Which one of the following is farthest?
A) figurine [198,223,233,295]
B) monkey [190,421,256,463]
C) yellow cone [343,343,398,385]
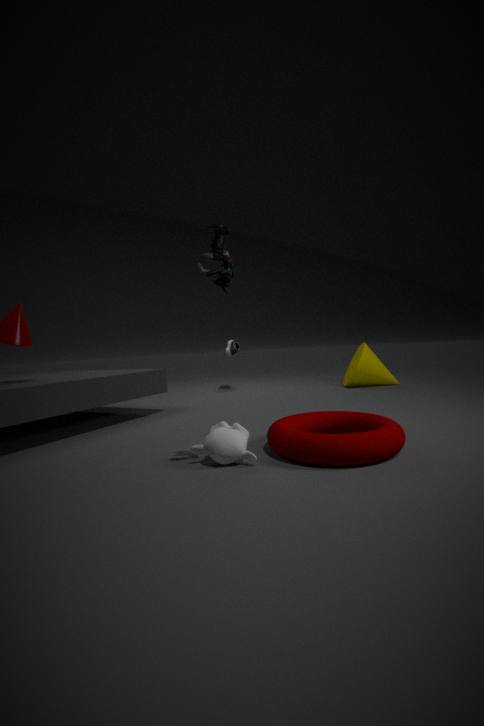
yellow cone [343,343,398,385]
